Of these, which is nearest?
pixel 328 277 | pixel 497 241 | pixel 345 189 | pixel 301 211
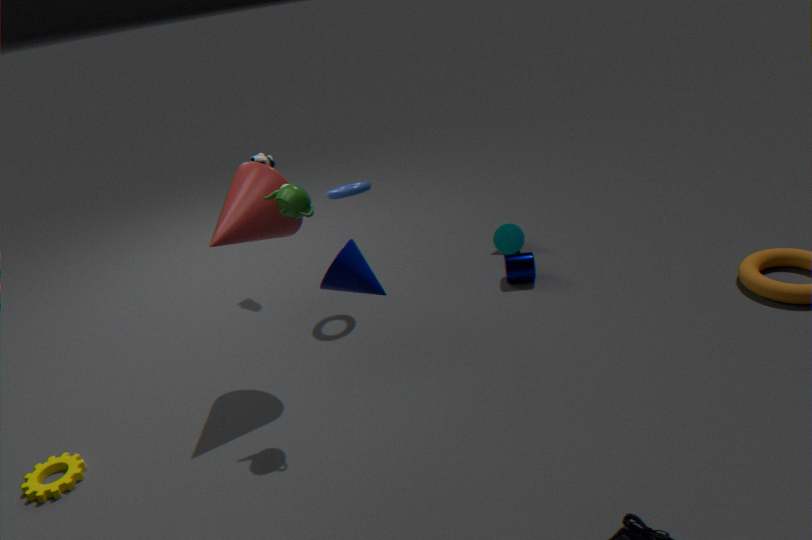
pixel 328 277
